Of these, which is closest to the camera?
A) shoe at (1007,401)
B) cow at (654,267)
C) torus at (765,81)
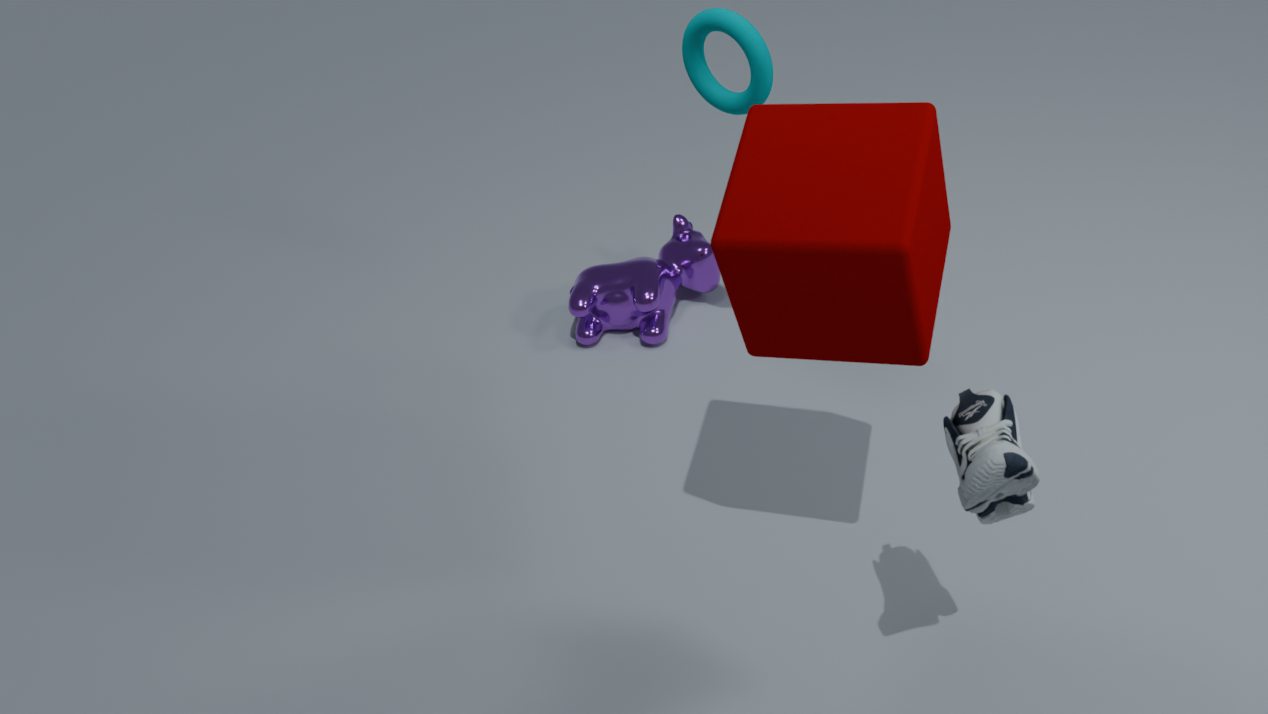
shoe at (1007,401)
